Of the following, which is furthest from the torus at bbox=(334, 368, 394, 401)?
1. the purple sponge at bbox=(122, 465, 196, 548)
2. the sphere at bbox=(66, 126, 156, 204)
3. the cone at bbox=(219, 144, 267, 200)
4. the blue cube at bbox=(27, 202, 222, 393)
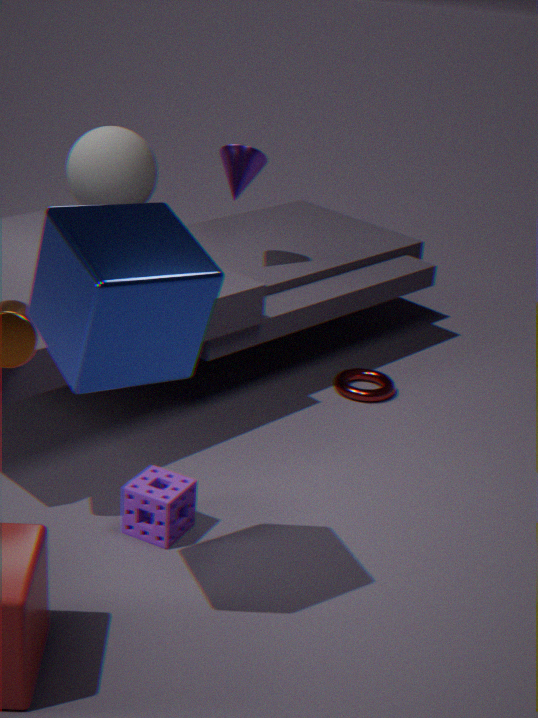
the blue cube at bbox=(27, 202, 222, 393)
